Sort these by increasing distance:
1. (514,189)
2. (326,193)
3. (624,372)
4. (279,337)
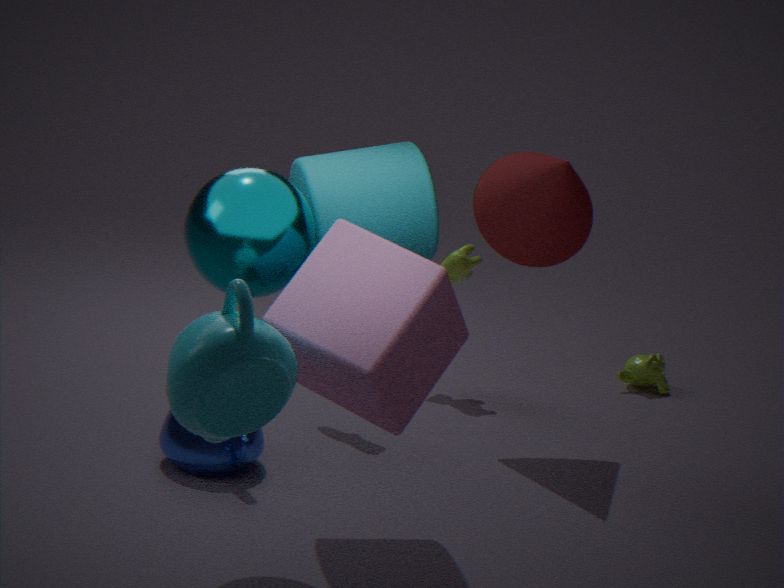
1. (279,337)
2. (326,193)
3. (514,189)
4. (624,372)
